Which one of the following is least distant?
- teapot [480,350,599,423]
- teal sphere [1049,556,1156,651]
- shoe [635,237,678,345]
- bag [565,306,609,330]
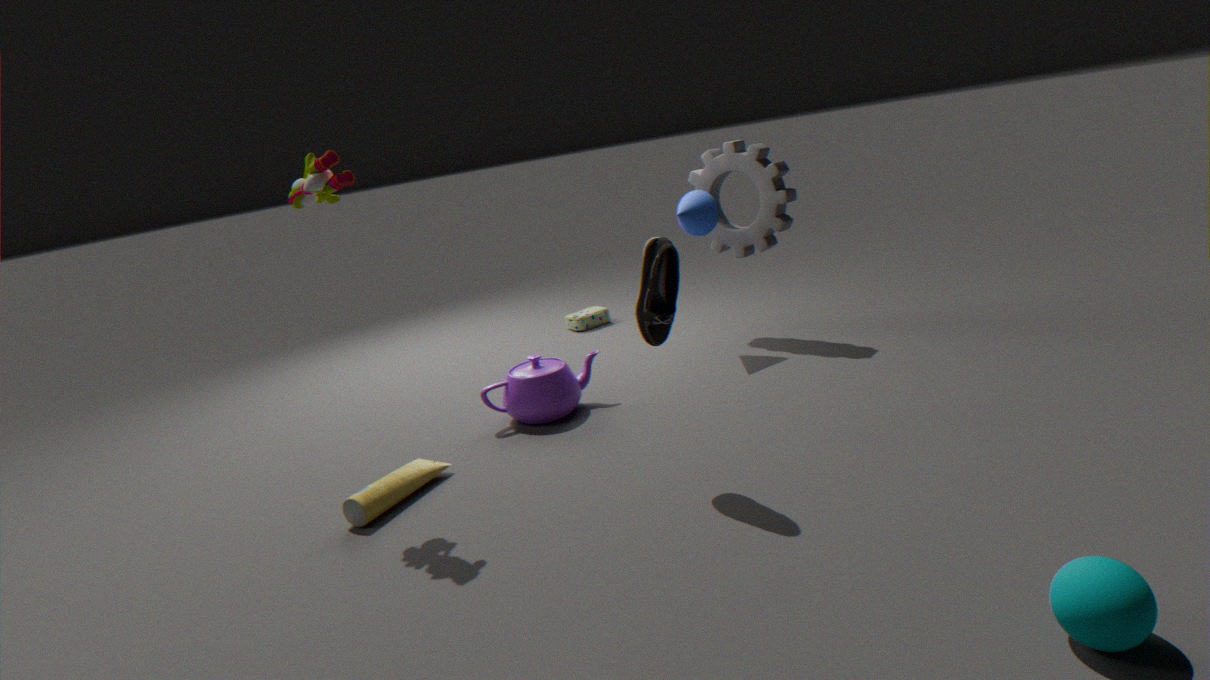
teal sphere [1049,556,1156,651]
